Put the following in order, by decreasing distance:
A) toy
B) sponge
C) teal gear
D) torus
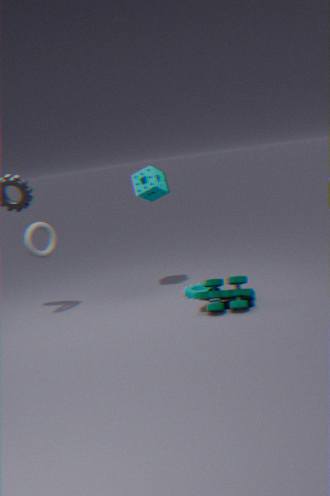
1. teal gear
2. sponge
3. torus
4. toy
